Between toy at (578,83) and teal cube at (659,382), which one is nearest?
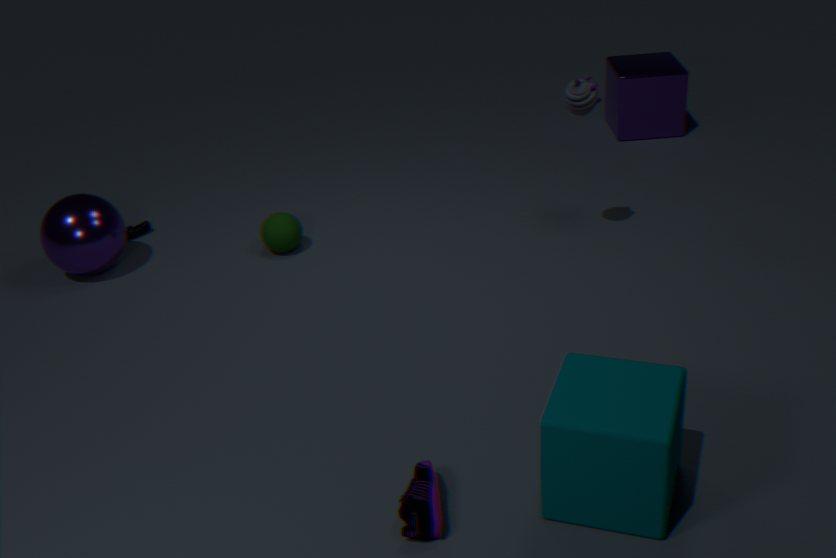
teal cube at (659,382)
